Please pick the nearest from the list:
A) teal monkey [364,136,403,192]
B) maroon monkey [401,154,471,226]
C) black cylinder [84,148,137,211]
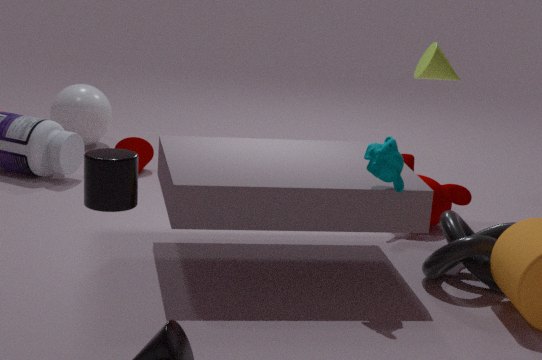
black cylinder [84,148,137,211]
